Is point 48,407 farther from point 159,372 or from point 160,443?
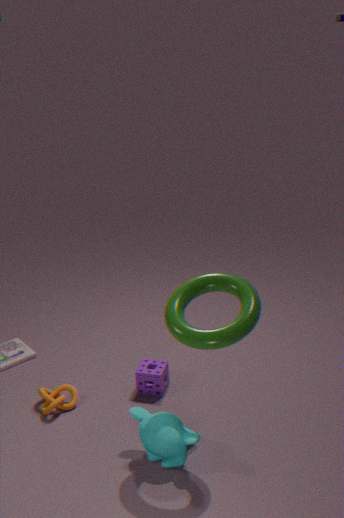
point 160,443
